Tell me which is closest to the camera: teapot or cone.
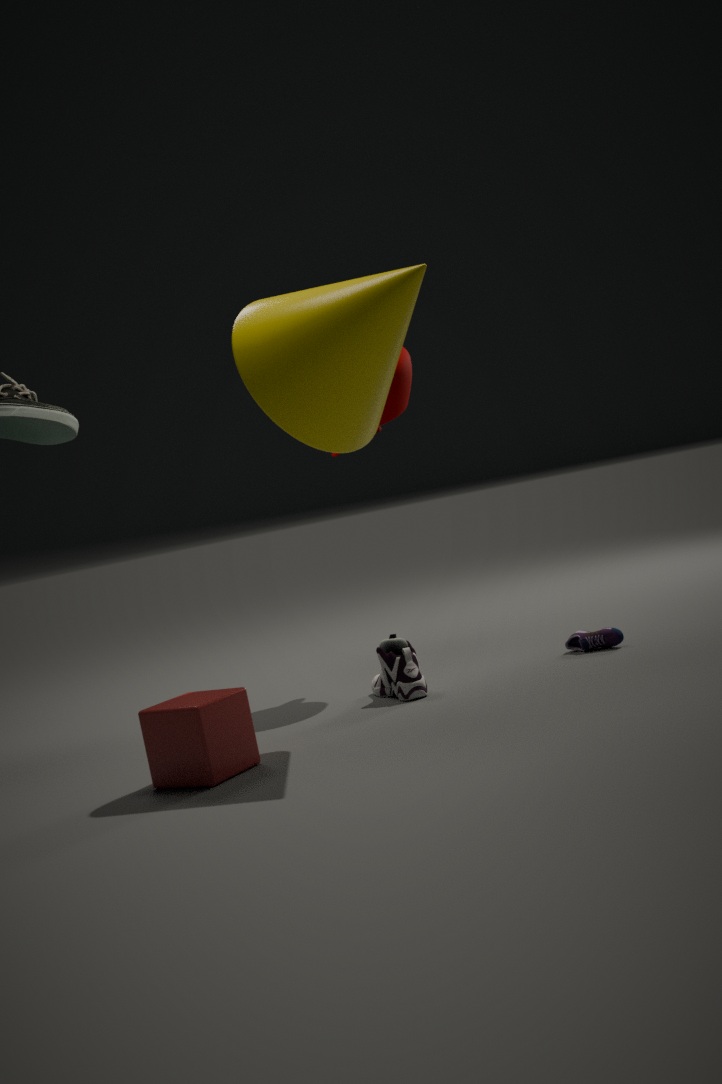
cone
